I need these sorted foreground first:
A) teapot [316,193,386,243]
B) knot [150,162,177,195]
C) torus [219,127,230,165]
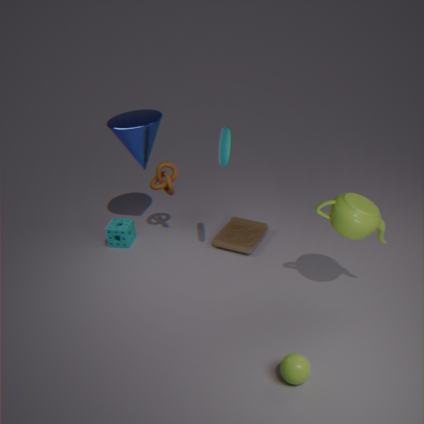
teapot [316,193,386,243], torus [219,127,230,165], knot [150,162,177,195]
